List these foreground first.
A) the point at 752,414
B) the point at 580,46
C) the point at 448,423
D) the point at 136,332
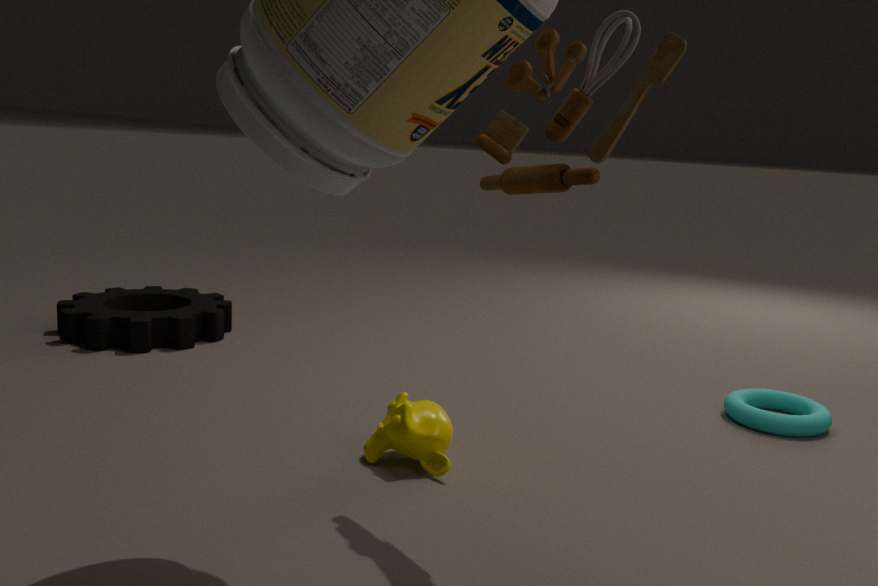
the point at 580,46
the point at 448,423
the point at 752,414
the point at 136,332
